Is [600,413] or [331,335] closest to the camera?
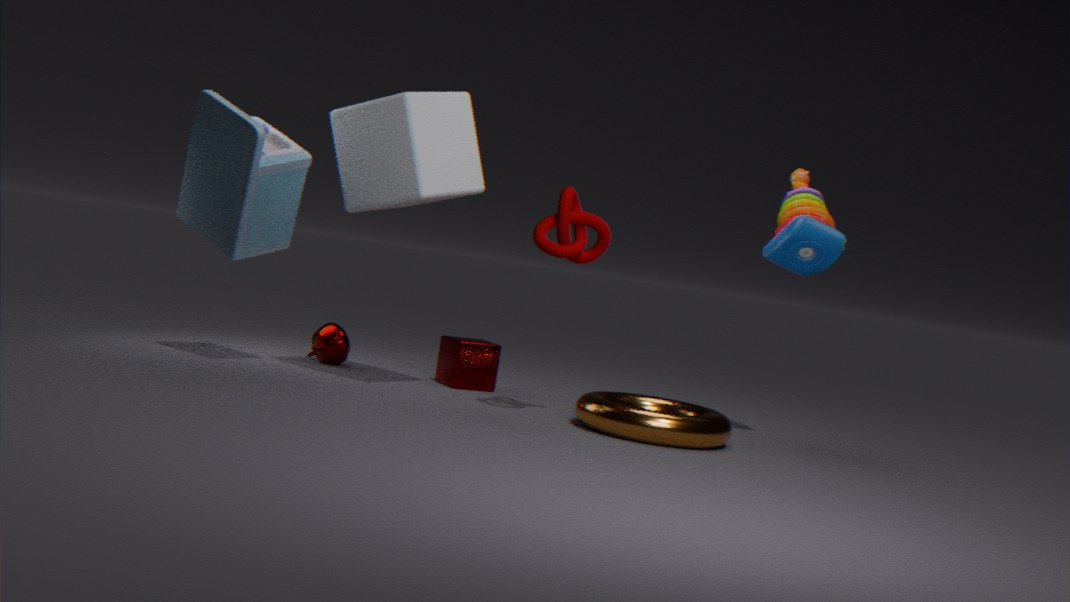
[600,413]
